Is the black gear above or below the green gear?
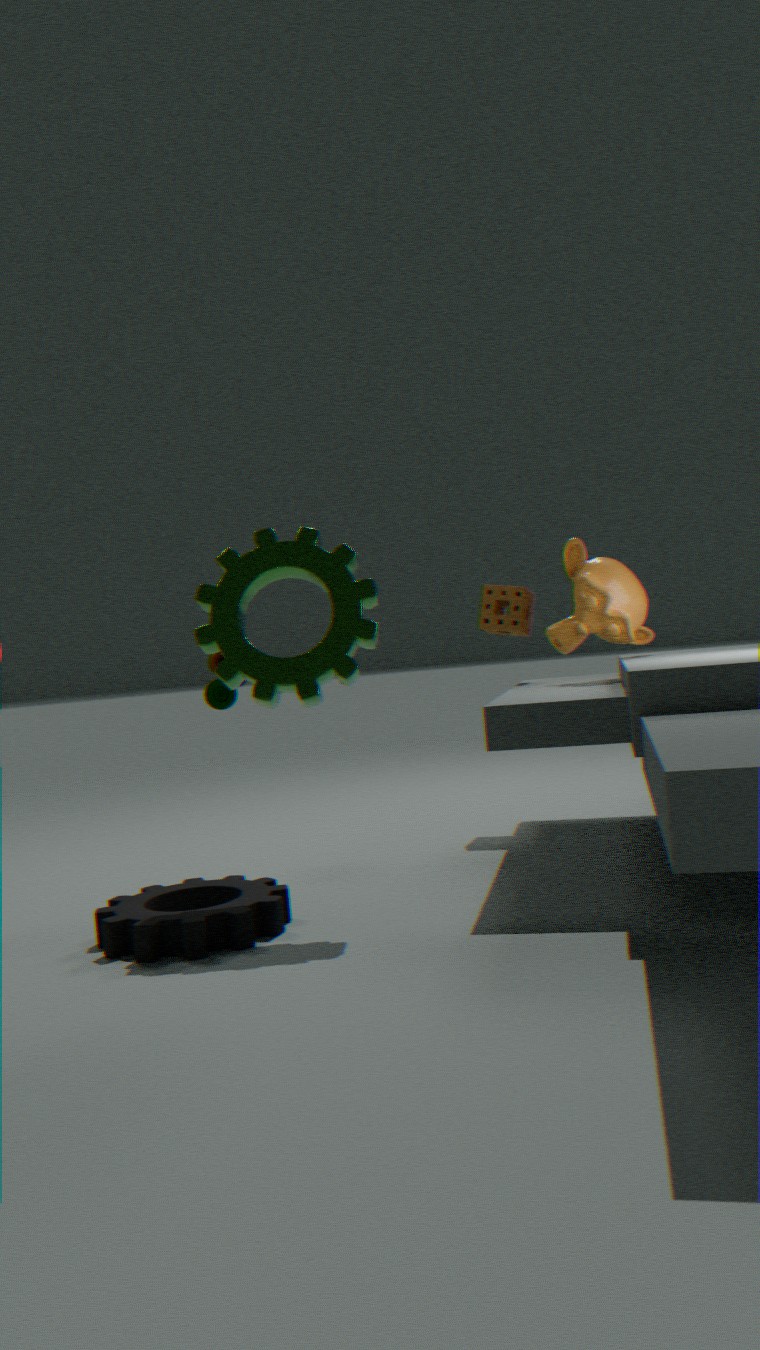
below
